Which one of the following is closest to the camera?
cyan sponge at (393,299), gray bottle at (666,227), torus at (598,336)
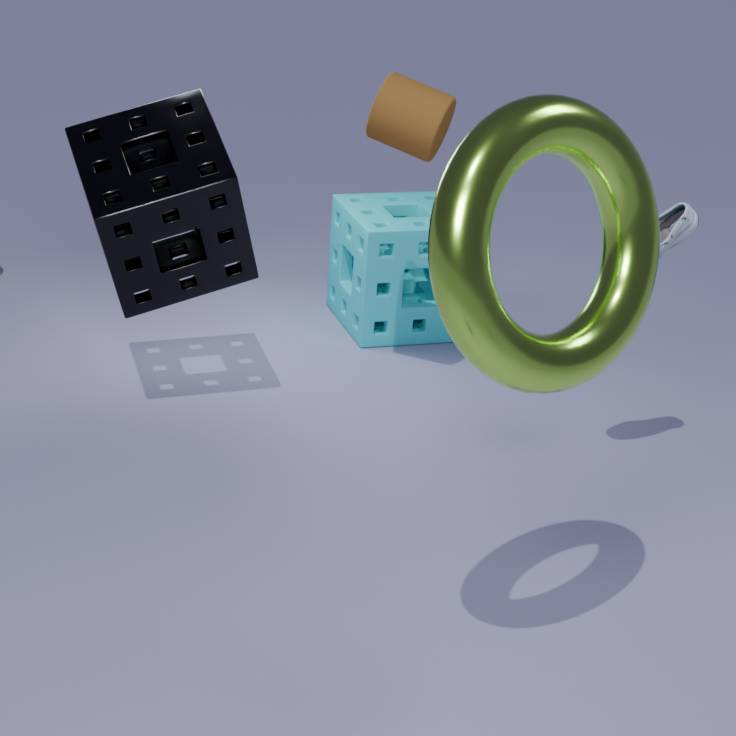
torus at (598,336)
